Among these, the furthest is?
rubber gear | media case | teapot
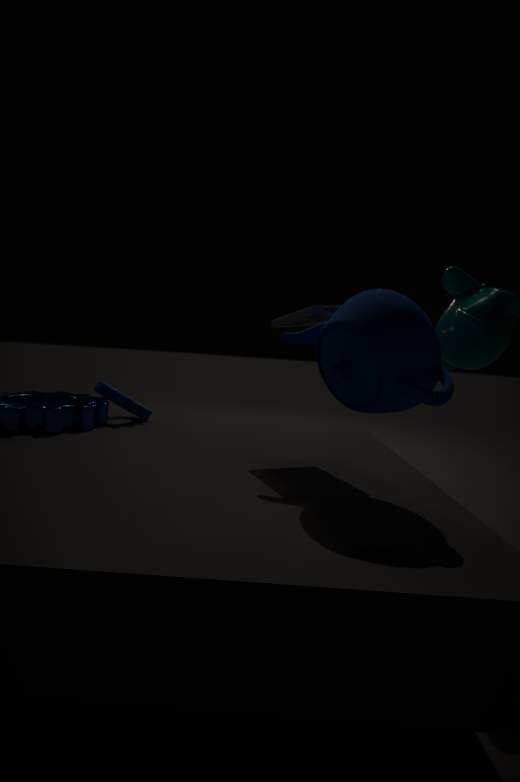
rubber gear
